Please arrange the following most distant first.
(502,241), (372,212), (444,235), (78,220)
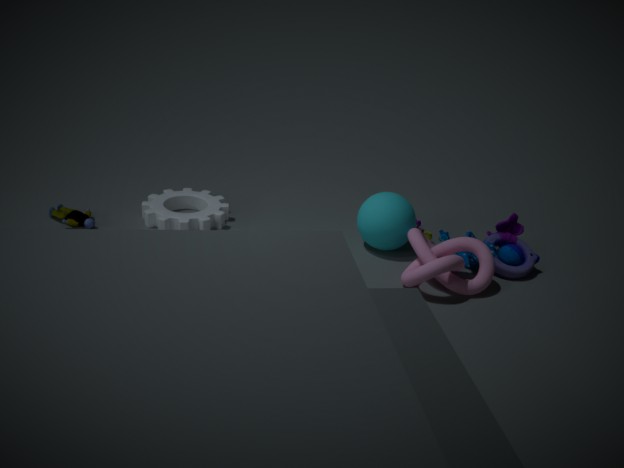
(444,235), (502,241), (78,220), (372,212)
